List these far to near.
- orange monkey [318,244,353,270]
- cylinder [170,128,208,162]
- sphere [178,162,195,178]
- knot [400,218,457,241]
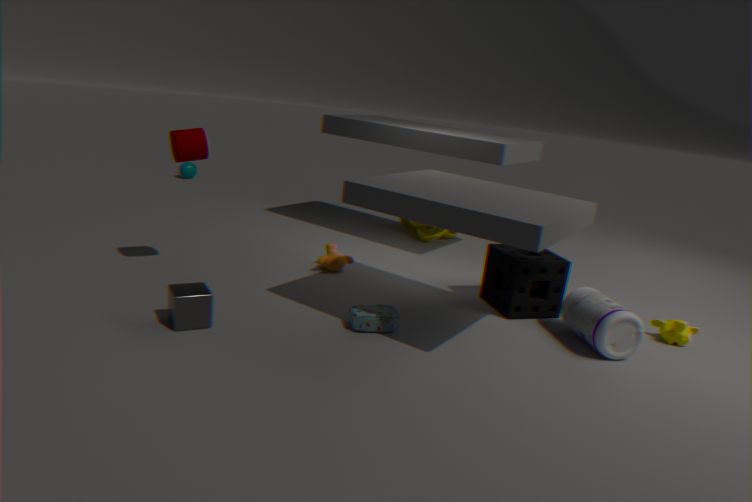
sphere [178,162,195,178] < knot [400,218,457,241] < orange monkey [318,244,353,270] < cylinder [170,128,208,162]
